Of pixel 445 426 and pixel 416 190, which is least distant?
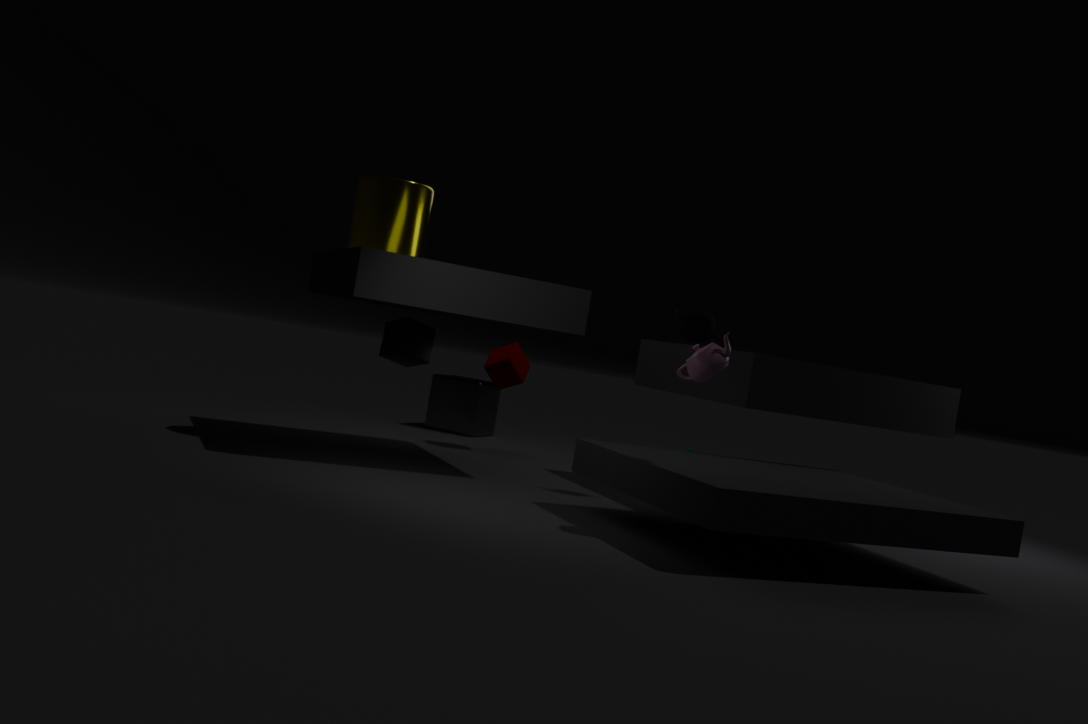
pixel 416 190
